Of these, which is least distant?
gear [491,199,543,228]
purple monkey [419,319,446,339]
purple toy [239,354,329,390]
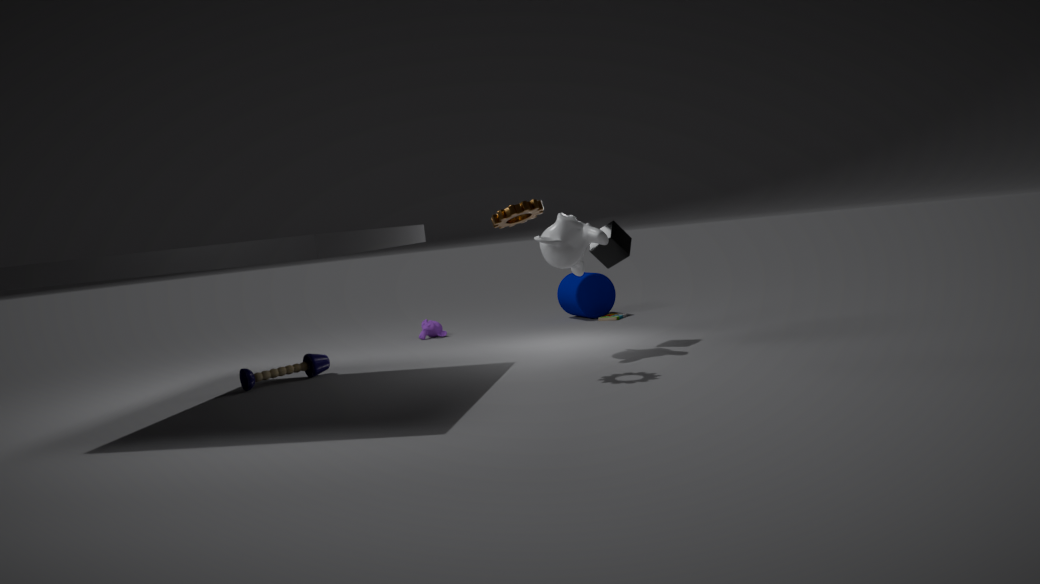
gear [491,199,543,228]
